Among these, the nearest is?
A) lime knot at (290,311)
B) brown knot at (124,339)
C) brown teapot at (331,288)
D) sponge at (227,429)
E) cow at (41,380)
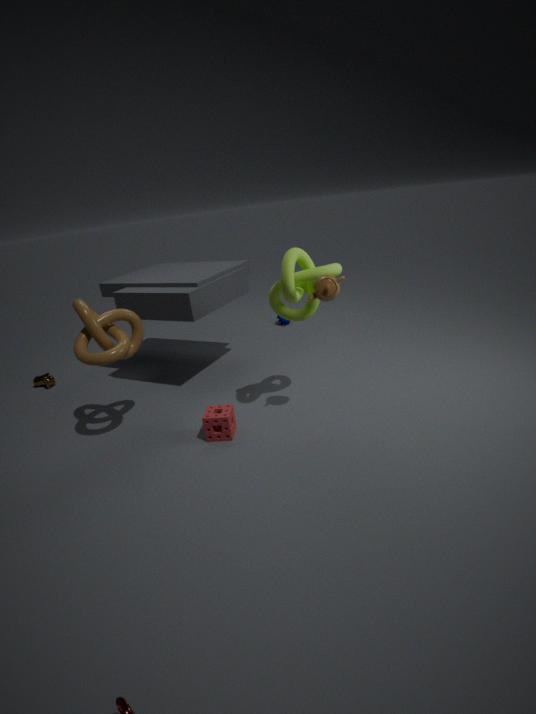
brown teapot at (331,288)
